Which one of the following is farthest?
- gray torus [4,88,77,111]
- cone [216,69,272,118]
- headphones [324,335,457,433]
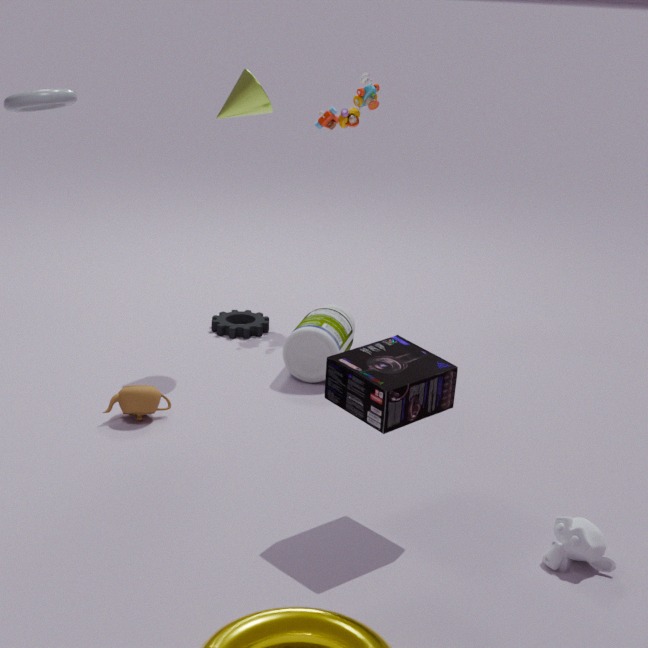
cone [216,69,272,118]
